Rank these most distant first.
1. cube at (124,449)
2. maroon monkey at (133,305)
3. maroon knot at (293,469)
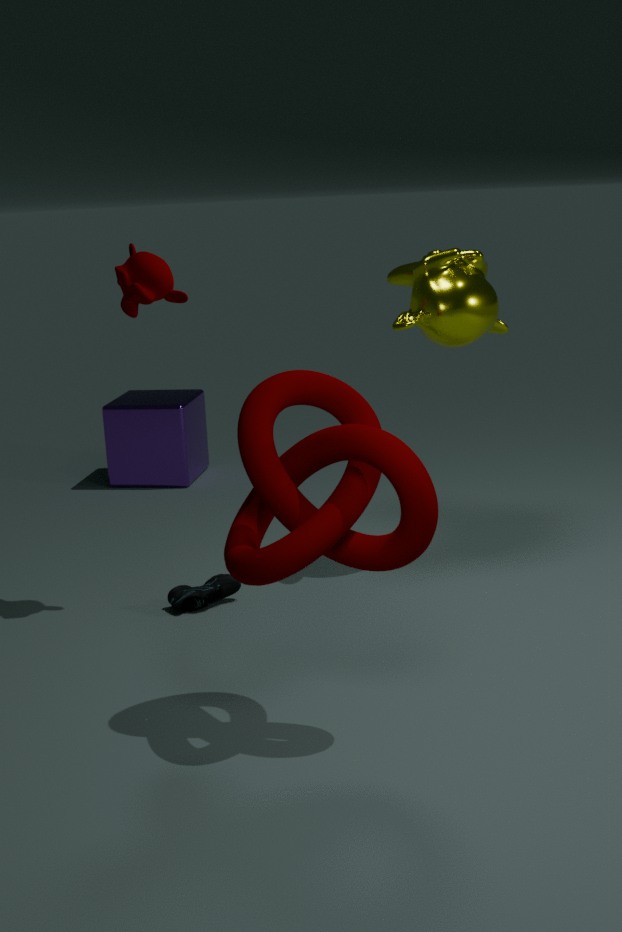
cube at (124,449) < maroon monkey at (133,305) < maroon knot at (293,469)
